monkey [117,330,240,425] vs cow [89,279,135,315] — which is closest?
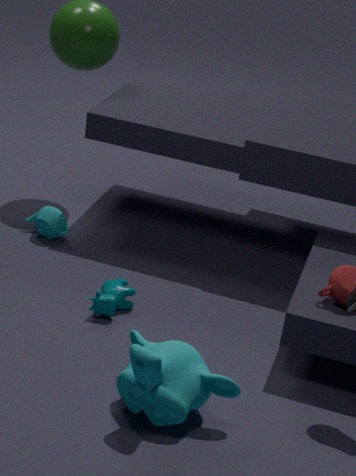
monkey [117,330,240,425]
